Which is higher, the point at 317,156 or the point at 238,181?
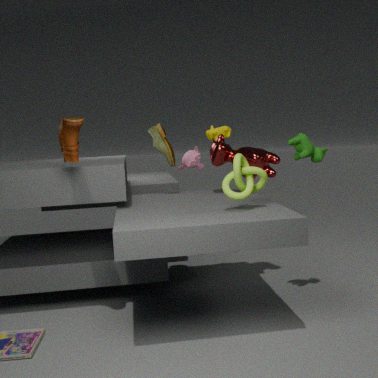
the point at 317,156
